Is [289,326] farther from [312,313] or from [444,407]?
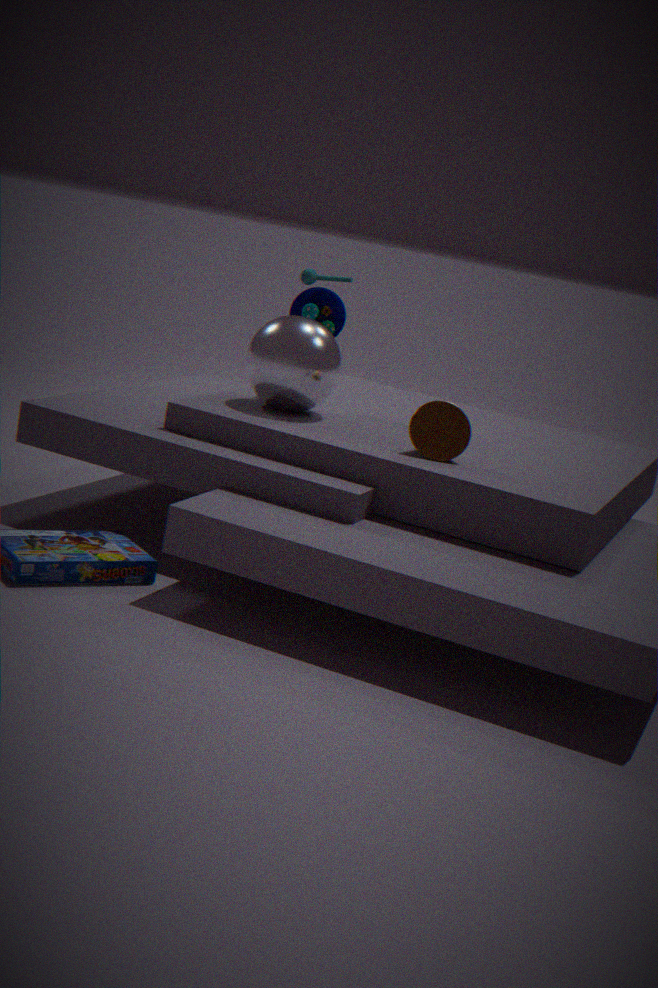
[444,407]
